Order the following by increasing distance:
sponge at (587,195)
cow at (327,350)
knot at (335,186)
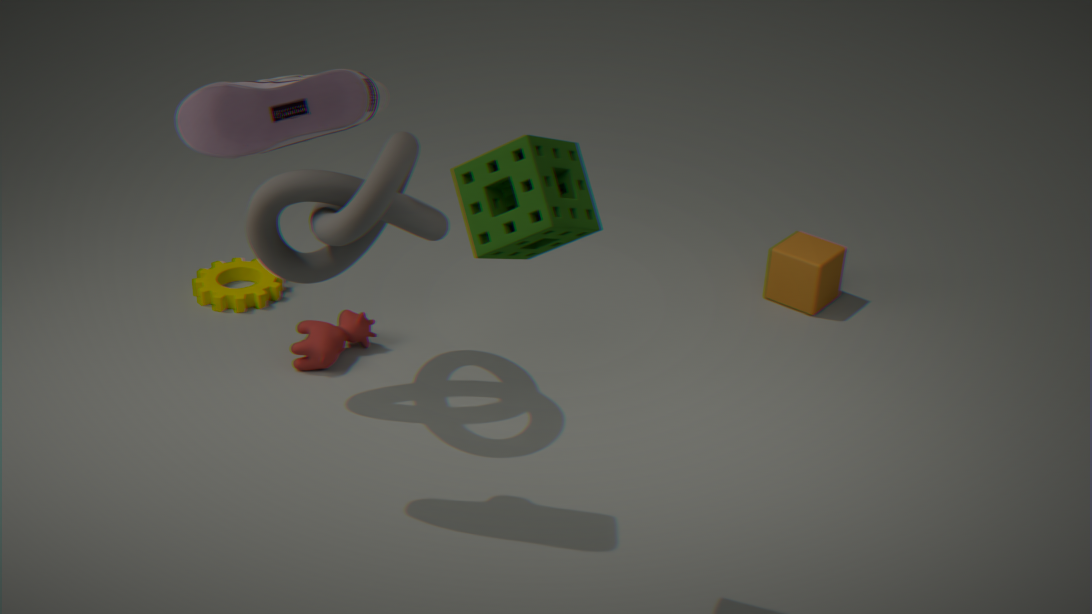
1. sponge at (587,195)
2. knot at (335,186)
3. cow at (327,350)
